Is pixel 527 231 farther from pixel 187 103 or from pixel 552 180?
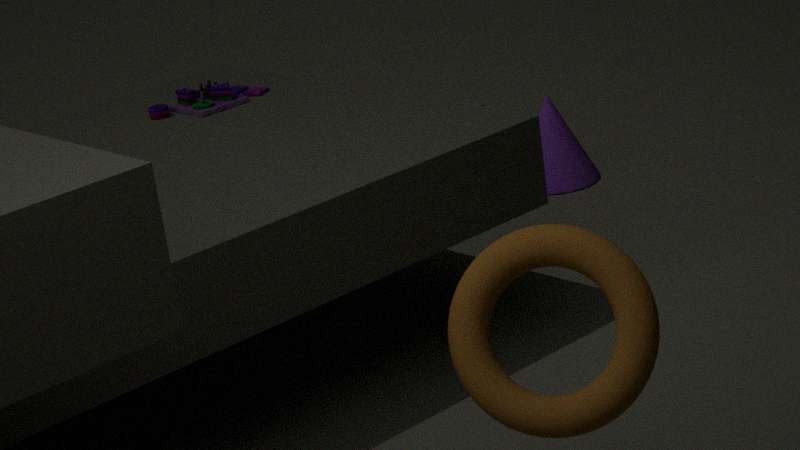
pixel 552 180
